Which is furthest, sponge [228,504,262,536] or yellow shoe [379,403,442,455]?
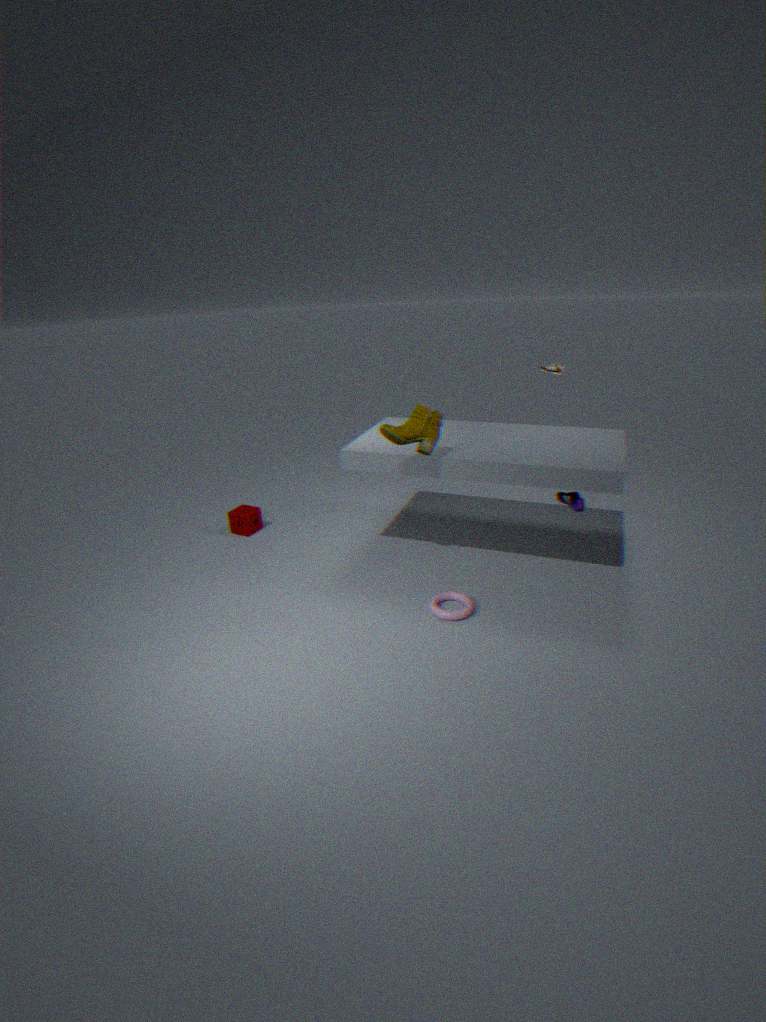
sponge [228,504,262,536]
